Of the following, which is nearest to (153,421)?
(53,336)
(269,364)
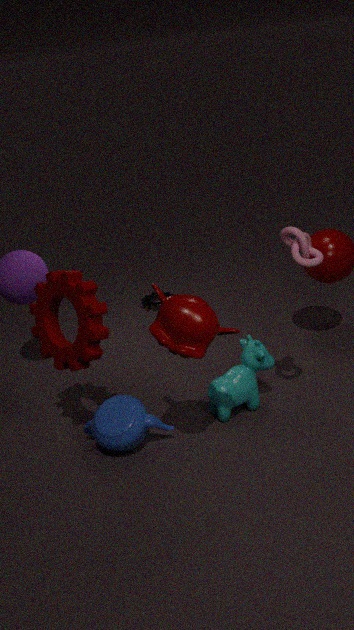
(53,336)
